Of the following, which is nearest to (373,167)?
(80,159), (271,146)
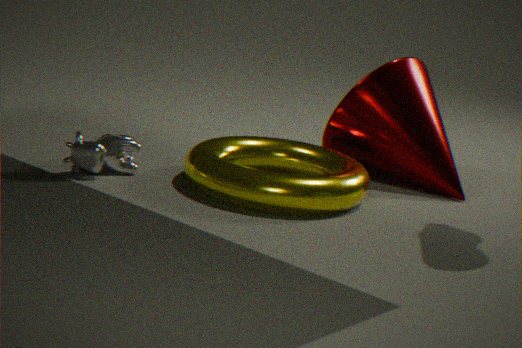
(271,146)
